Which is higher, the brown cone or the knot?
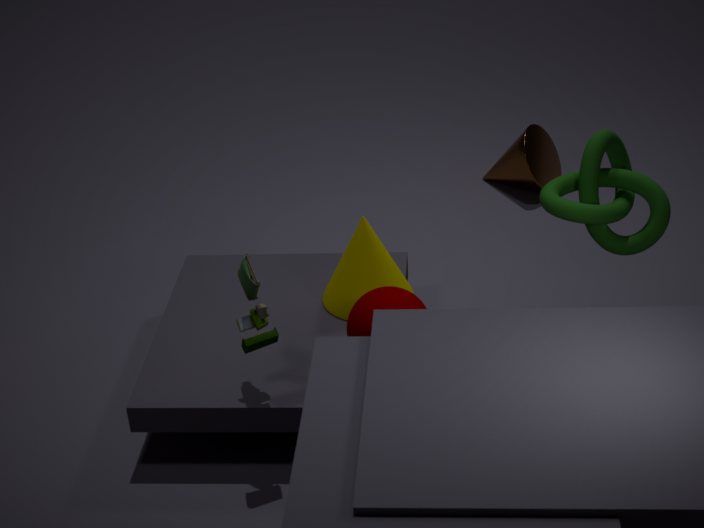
the knot
